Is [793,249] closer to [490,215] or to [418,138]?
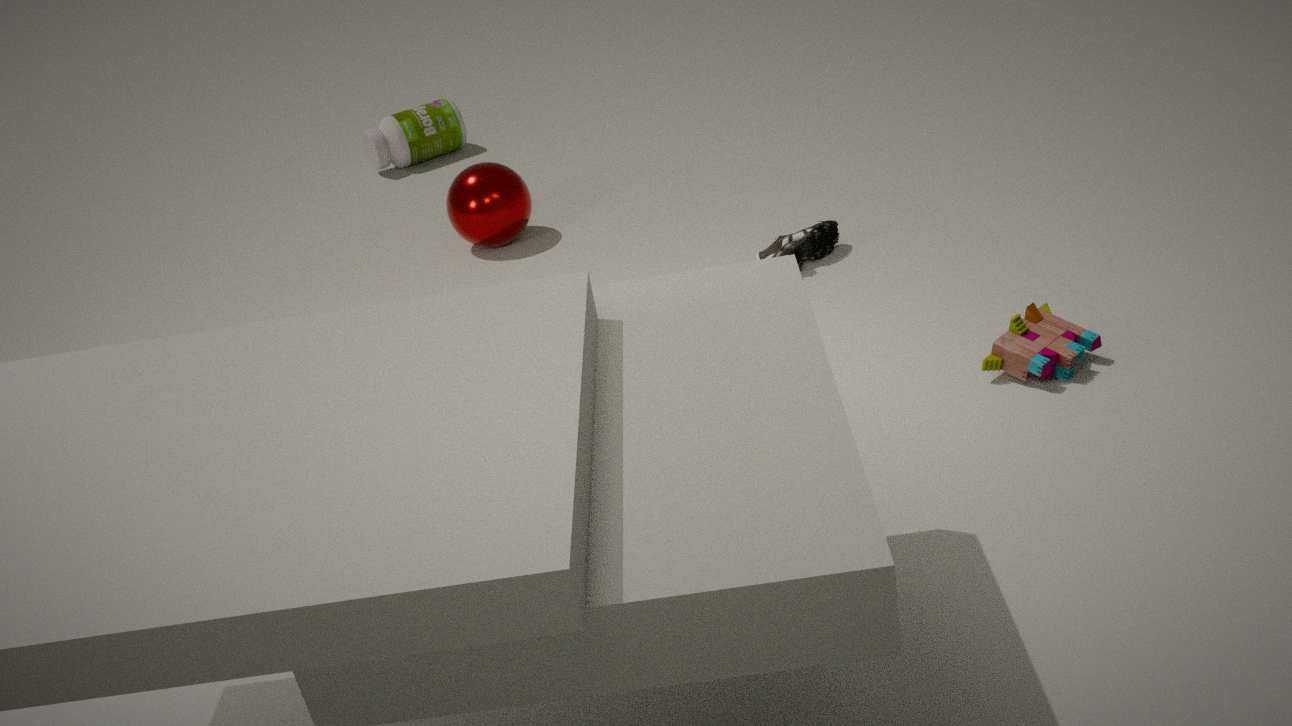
[490,215]
